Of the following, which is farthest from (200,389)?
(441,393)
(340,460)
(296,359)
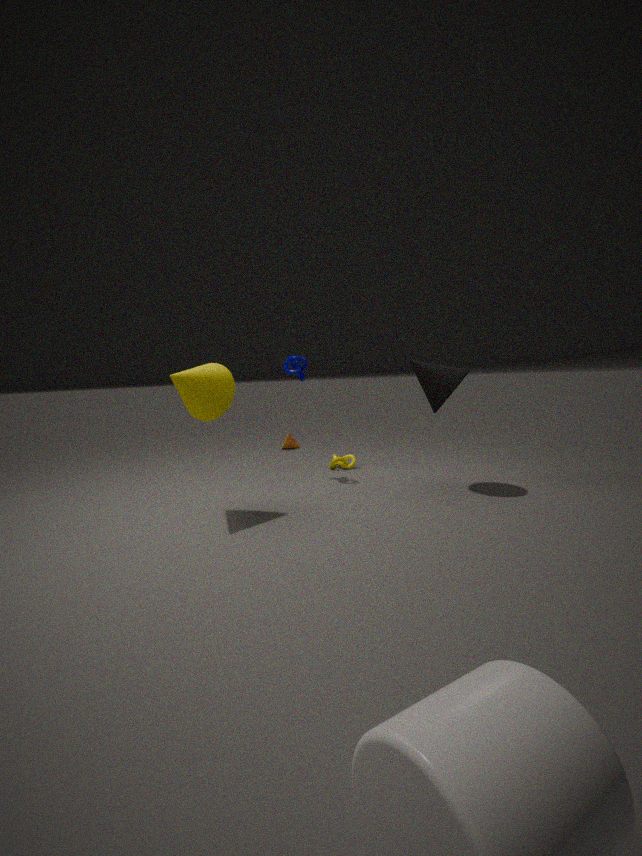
(441,393)
